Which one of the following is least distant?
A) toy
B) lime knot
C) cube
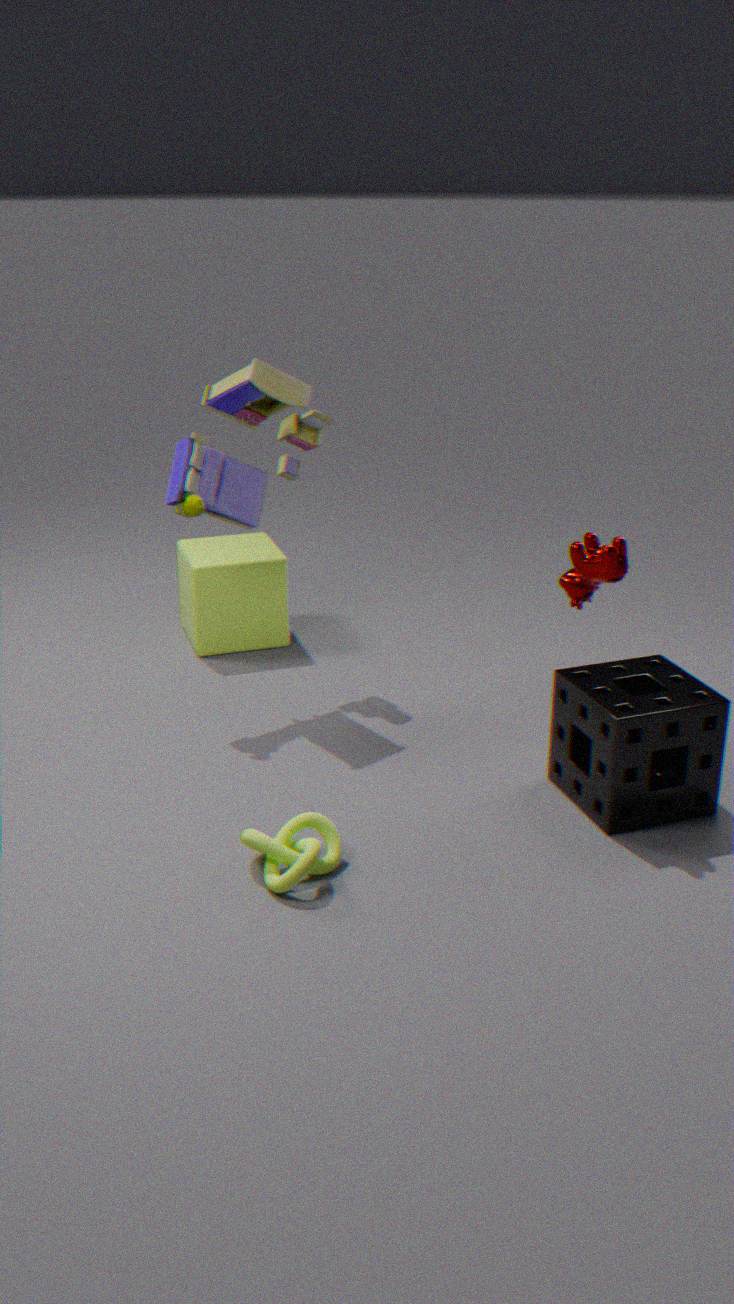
lime knot
